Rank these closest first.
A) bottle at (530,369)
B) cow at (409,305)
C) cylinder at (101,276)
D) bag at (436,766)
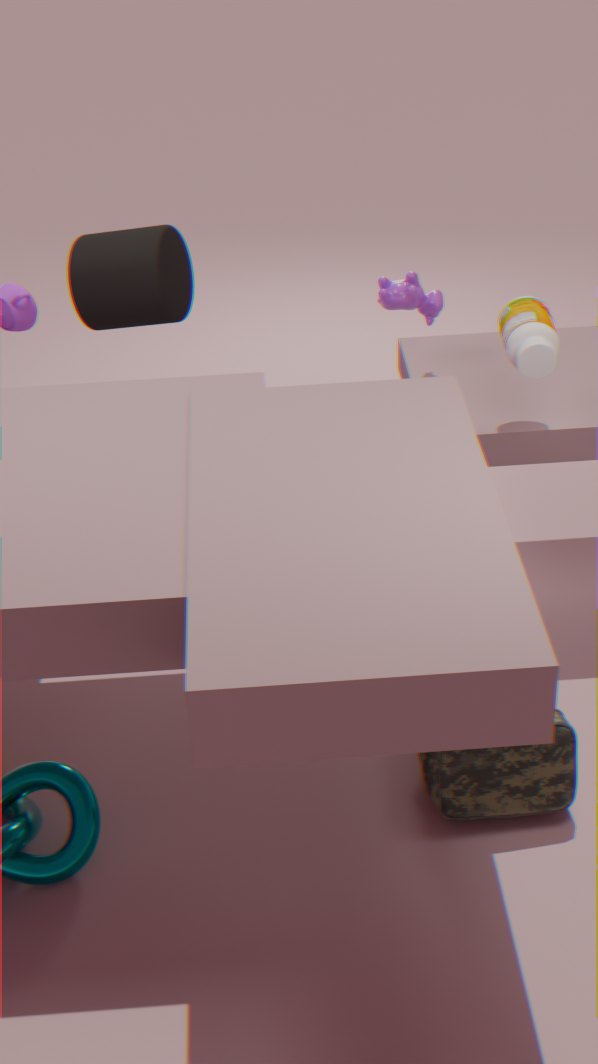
bag at (436,766) < bottle at (530,369) < cow at (409,305) < cylinder at (101,276)
